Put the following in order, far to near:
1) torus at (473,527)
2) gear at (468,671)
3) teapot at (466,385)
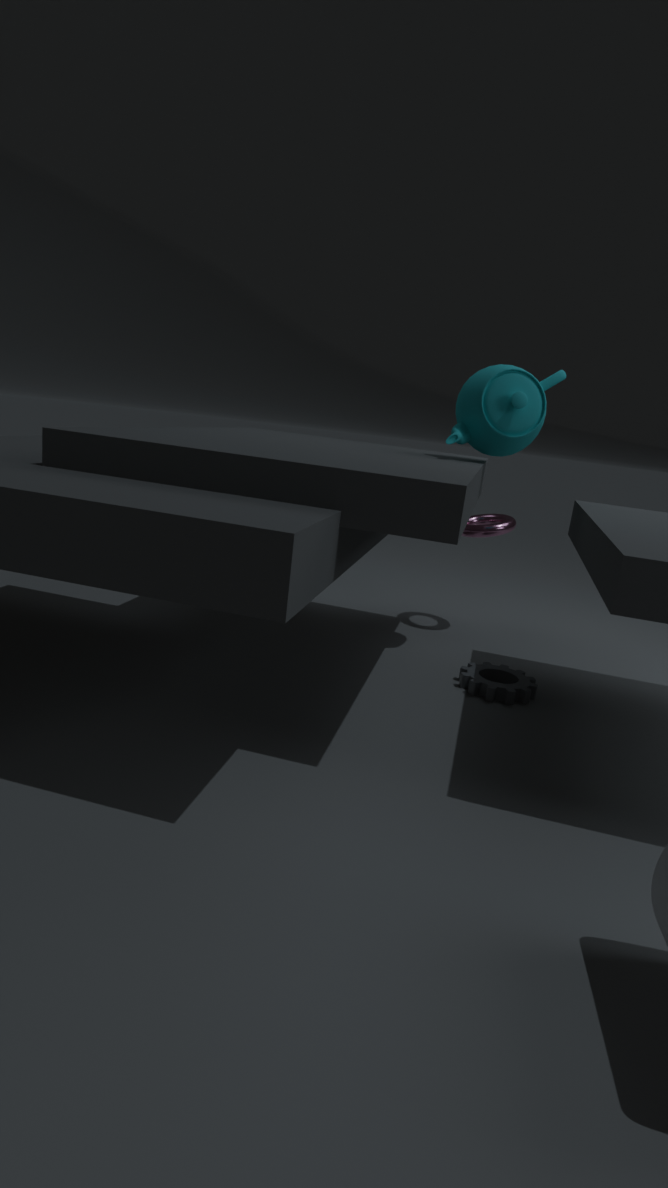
1. torus at (473,527) < 3. teapot at (466,385) < 2. gear at (468,671)
